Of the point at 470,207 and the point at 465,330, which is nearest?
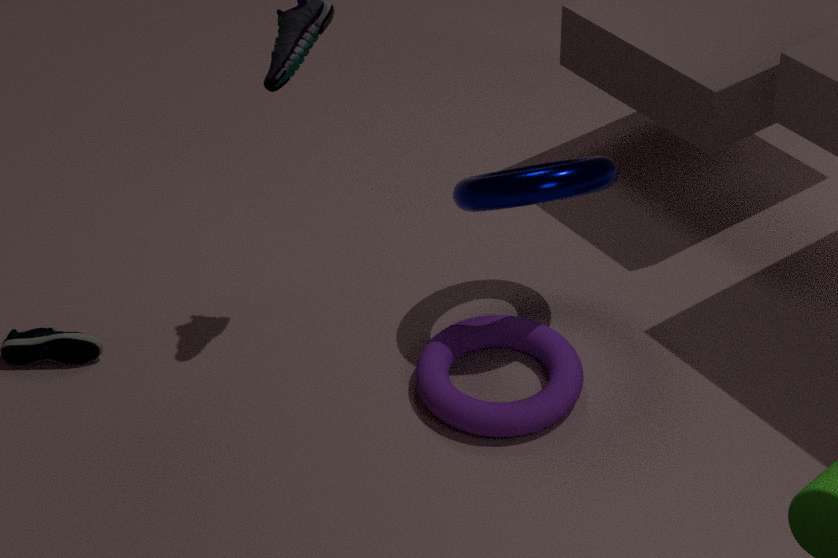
the point at 470,207
